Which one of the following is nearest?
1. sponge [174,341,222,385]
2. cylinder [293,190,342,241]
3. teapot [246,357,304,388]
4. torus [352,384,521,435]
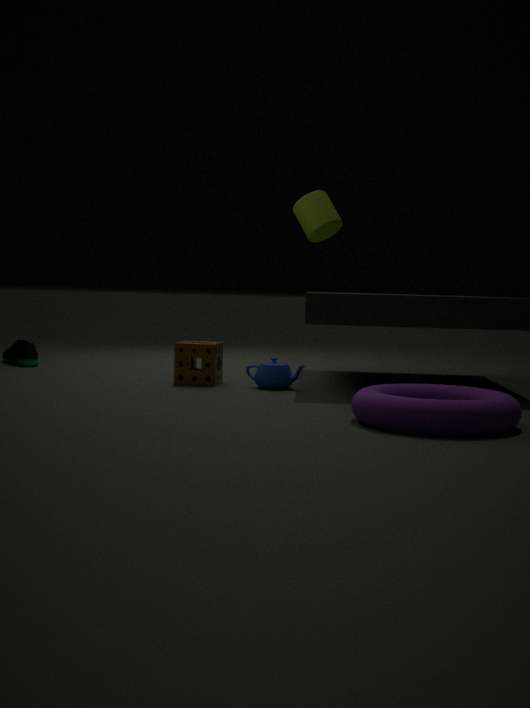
torus [352,384,521,435]
